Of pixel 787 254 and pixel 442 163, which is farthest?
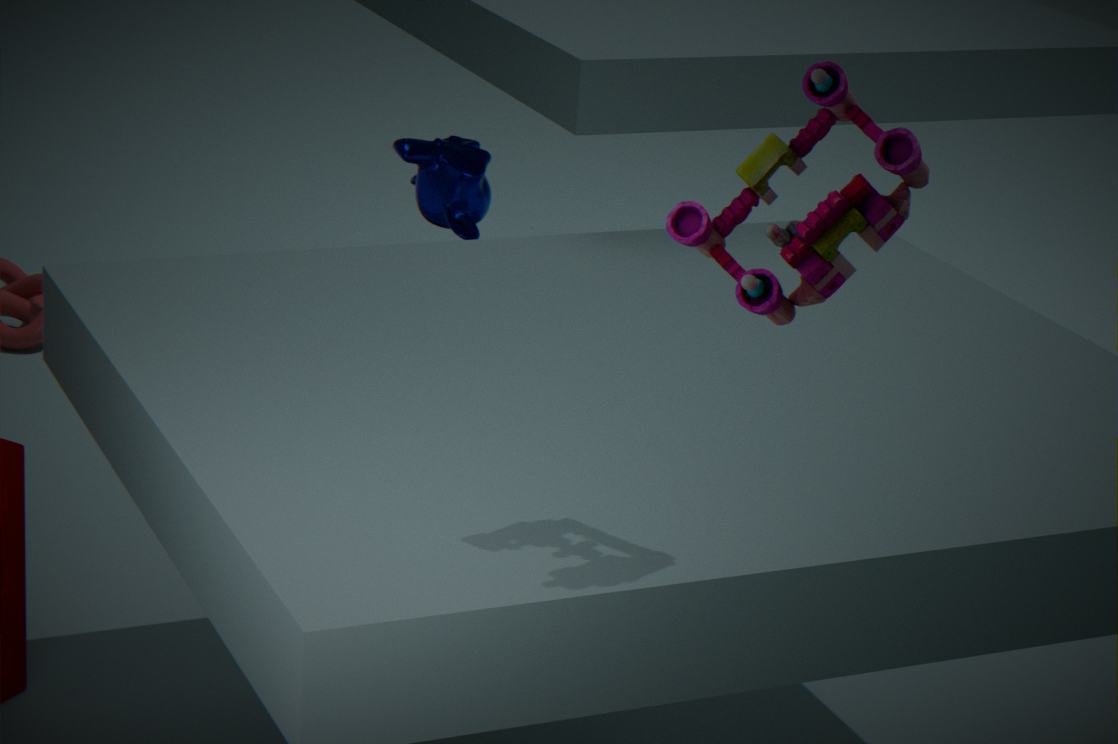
pixel 442 163
